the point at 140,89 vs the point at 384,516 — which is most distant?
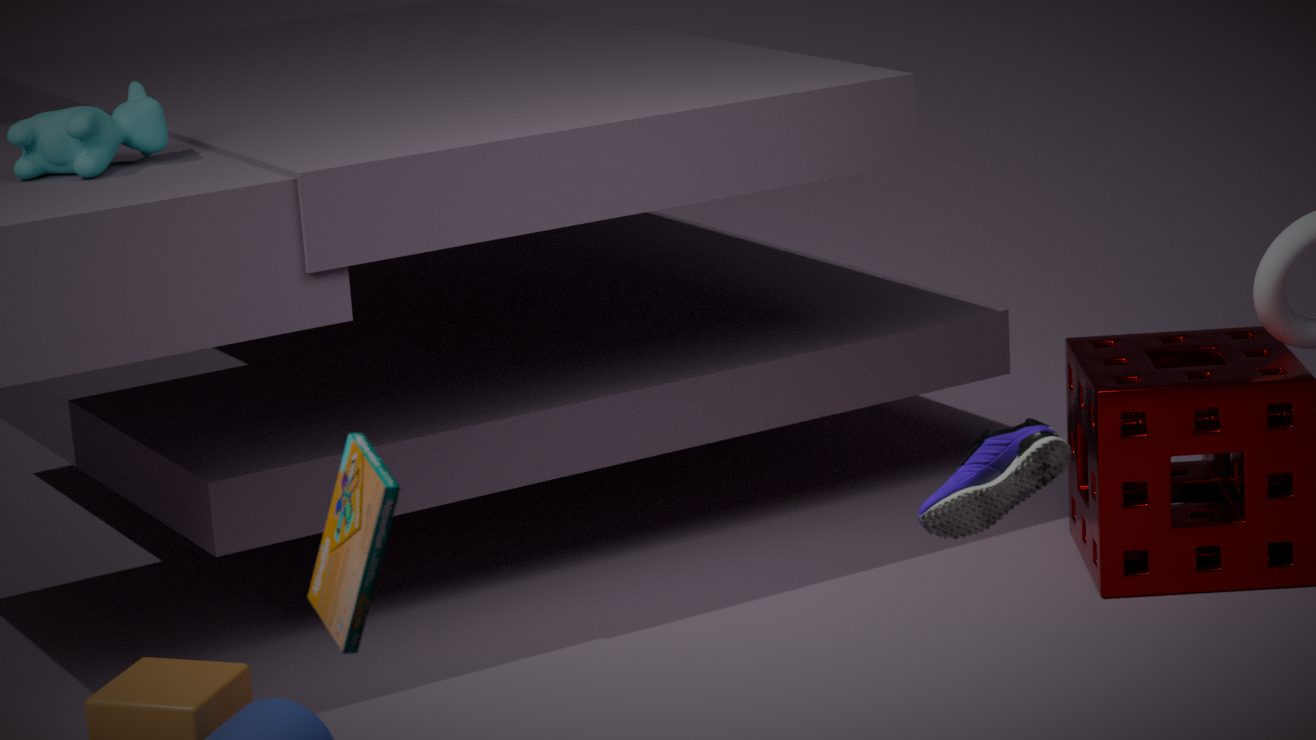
the point at 140,89
